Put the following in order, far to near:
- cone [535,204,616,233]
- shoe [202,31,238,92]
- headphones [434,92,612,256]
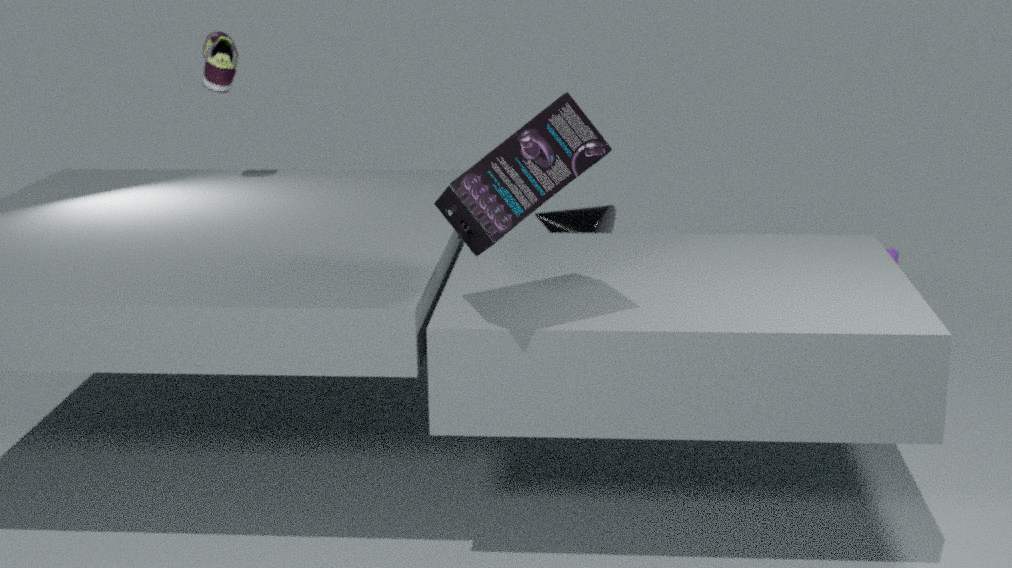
shoe [202,31,238,92]
cone [535,204,616,233]
headphones [434,92,612,256]
